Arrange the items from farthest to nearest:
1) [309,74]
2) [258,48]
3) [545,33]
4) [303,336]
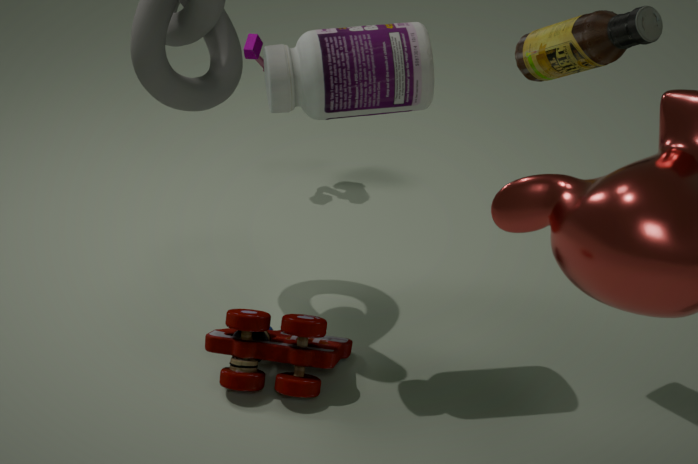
2. [258,48] < 4. [303,336] < 3. [545,33] < 1. [309,74]
